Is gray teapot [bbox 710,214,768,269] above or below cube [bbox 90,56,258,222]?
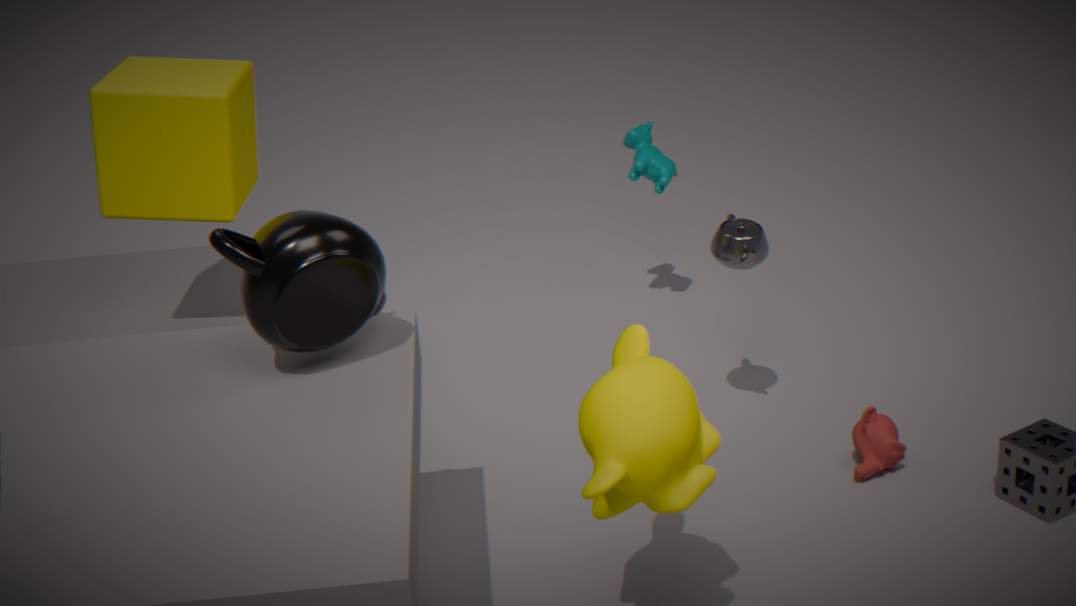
below
